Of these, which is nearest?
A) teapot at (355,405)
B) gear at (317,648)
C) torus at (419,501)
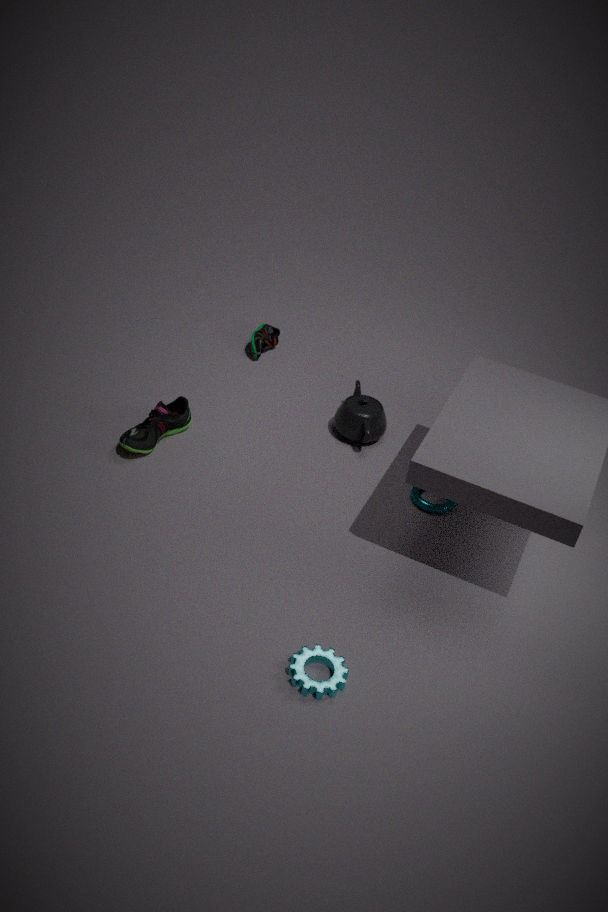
gear at (317,648)
